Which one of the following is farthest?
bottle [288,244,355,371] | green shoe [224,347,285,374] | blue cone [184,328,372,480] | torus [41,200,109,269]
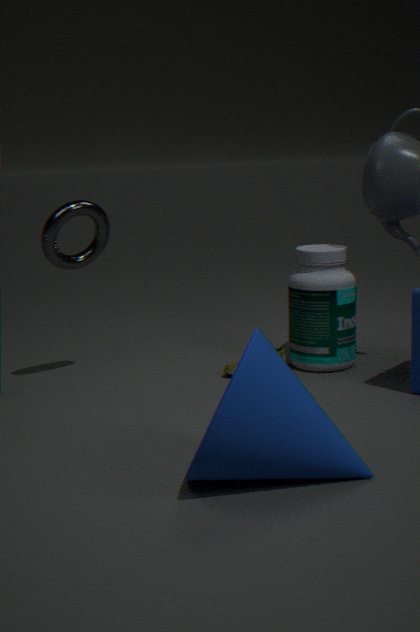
green shoe [224,347,285,374]
